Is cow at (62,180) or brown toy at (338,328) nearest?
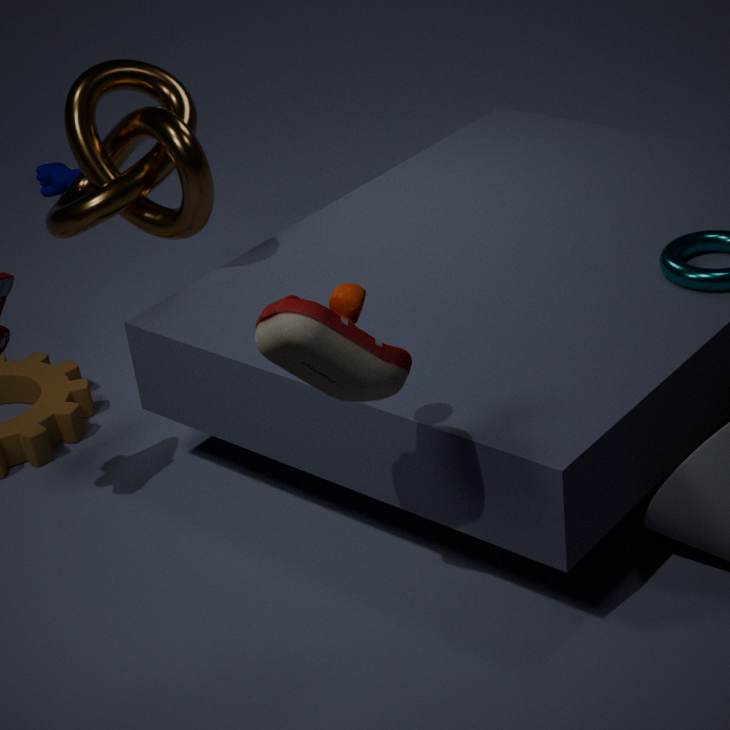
brown toy at (338,328)
